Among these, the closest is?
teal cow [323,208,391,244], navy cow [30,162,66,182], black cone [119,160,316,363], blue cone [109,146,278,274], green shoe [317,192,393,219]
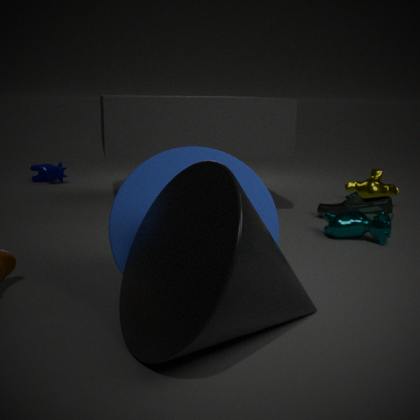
black cone [119,160,316,363]
